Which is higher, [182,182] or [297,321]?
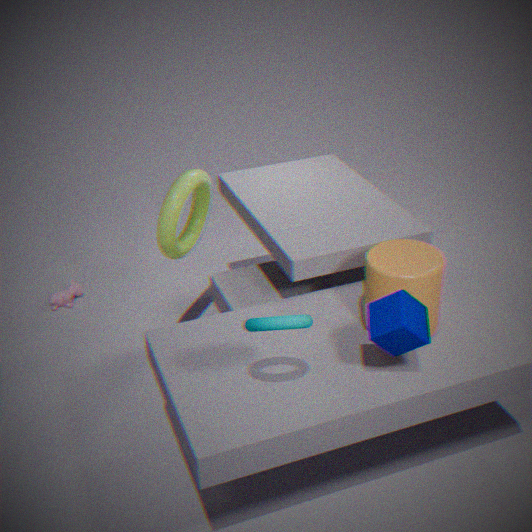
[297,321]
